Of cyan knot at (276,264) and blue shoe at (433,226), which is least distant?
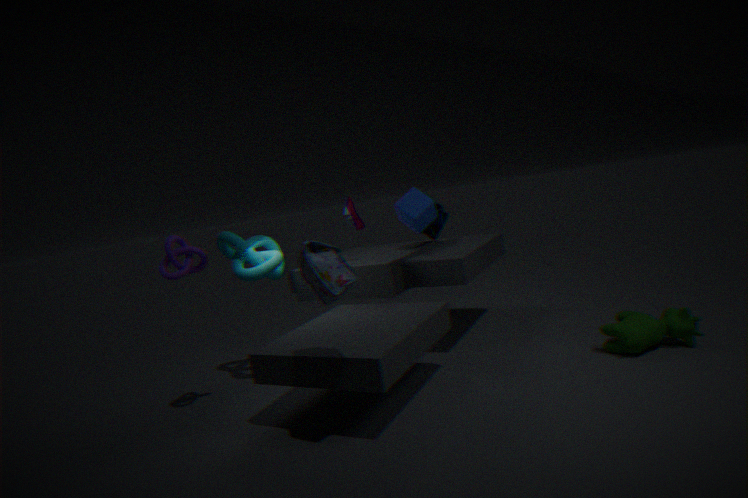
cyan knot at (276,264)
